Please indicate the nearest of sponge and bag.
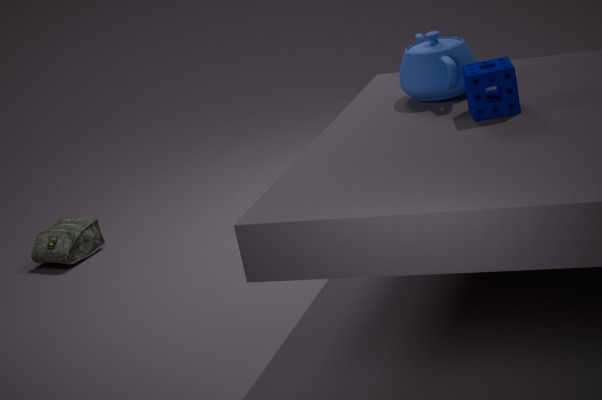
sponge
